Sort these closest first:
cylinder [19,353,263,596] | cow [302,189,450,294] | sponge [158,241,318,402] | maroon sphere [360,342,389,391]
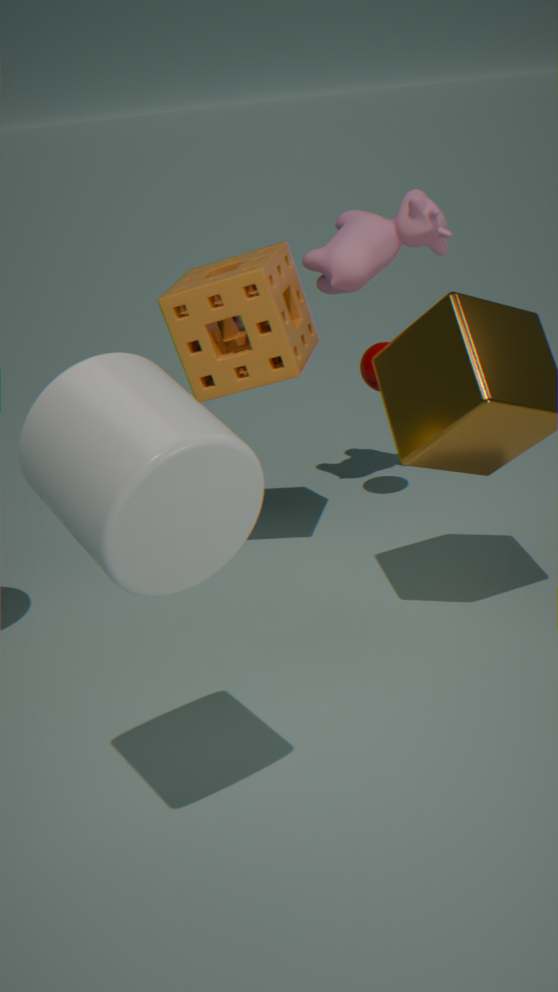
cylinder [19,353,263,596] → sponge [158,241,318,402] → cow [302,189,450,294] → maroon sphere [360,342,389,391]
